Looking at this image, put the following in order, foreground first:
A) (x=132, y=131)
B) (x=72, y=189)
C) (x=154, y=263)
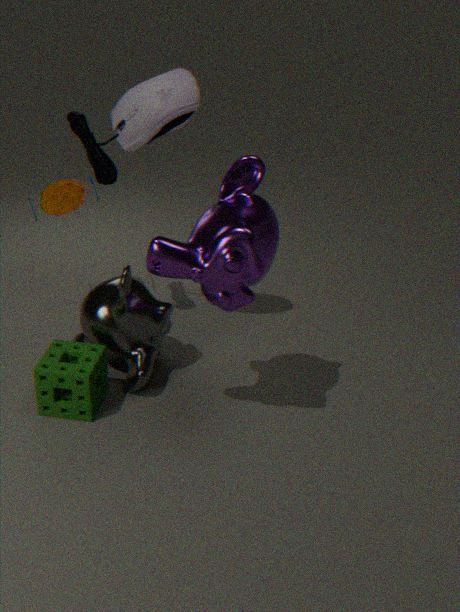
(x=154, y=263) < (x=132, y=131) < (x=72, y=189)
